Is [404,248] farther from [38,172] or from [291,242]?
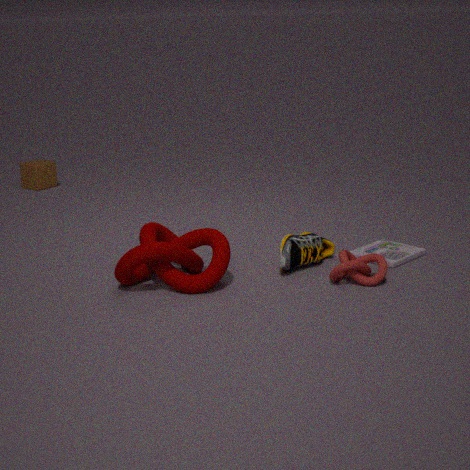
[38,172]
